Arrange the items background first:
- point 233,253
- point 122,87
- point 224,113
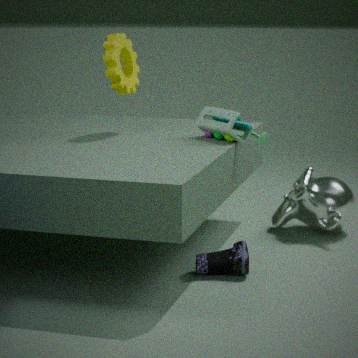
point 122,87 < point 224,113 < point 233,253
